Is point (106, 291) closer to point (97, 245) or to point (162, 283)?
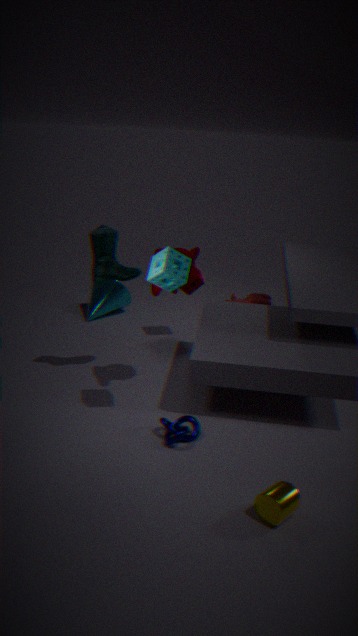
point (97, 245)
